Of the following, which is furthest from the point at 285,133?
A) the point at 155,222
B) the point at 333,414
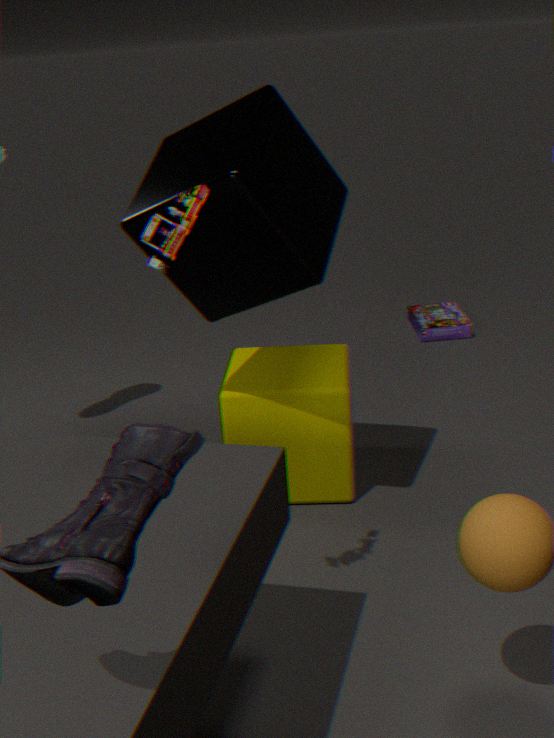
the point at 333,414
